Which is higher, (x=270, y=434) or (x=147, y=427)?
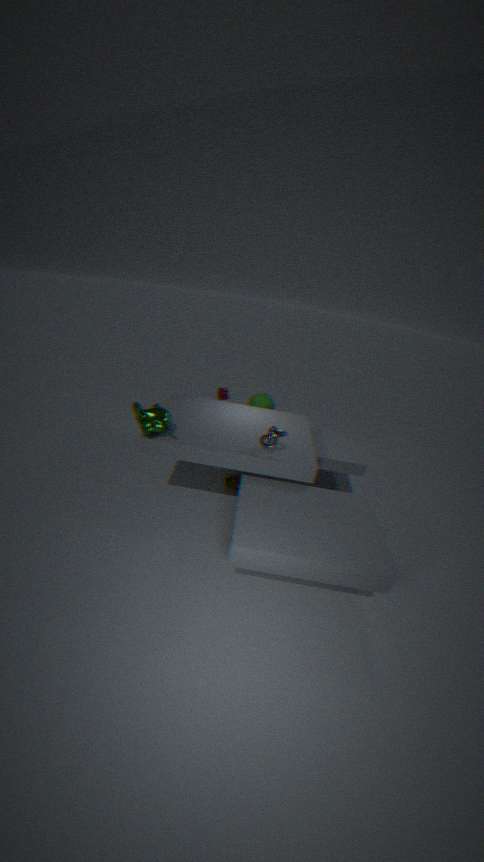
(x=270, y=434)
